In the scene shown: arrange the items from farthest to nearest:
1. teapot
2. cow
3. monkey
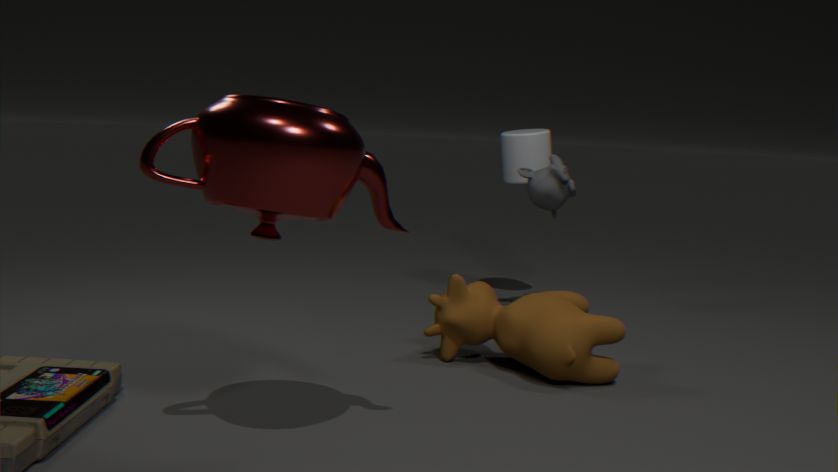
monkey → cow → teapot
